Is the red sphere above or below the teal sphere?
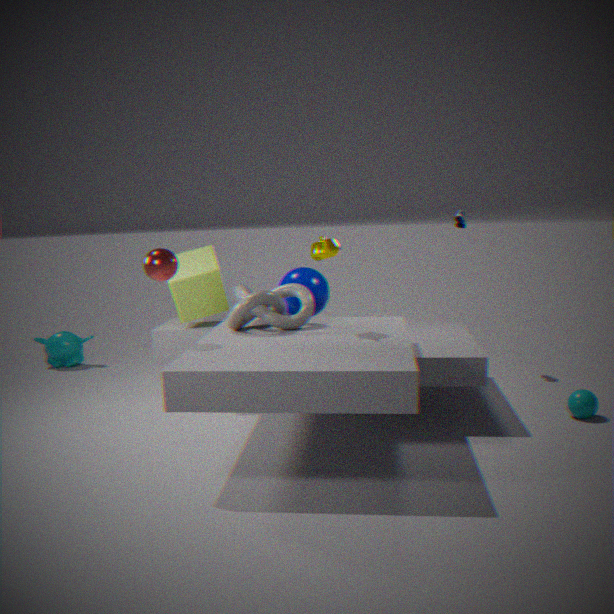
above
